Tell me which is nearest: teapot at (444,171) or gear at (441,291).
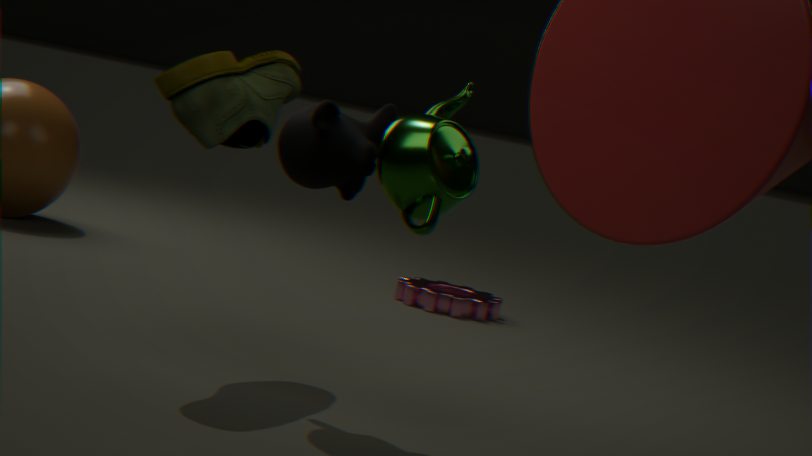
teapot at (444,171)
